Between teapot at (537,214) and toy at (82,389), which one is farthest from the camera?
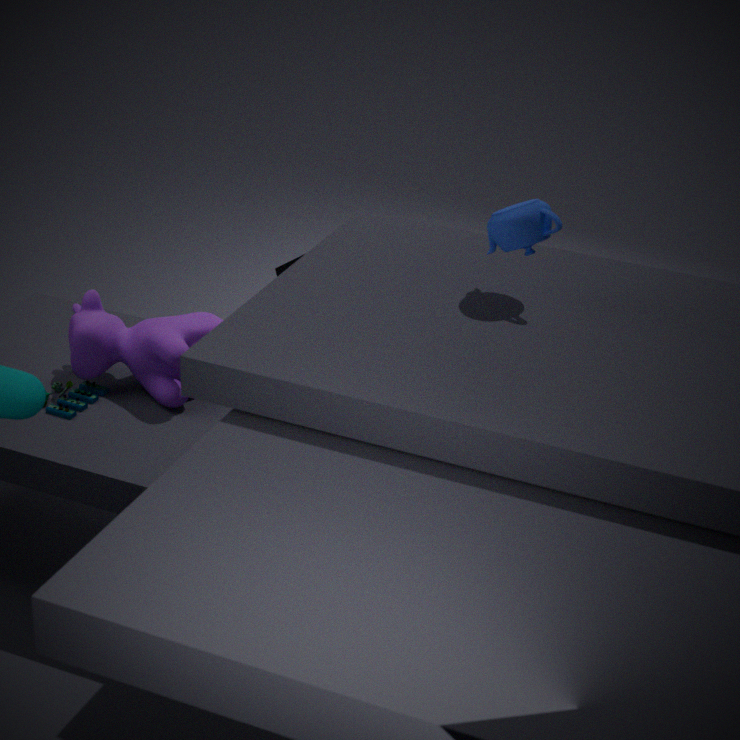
toy at (82,389)
